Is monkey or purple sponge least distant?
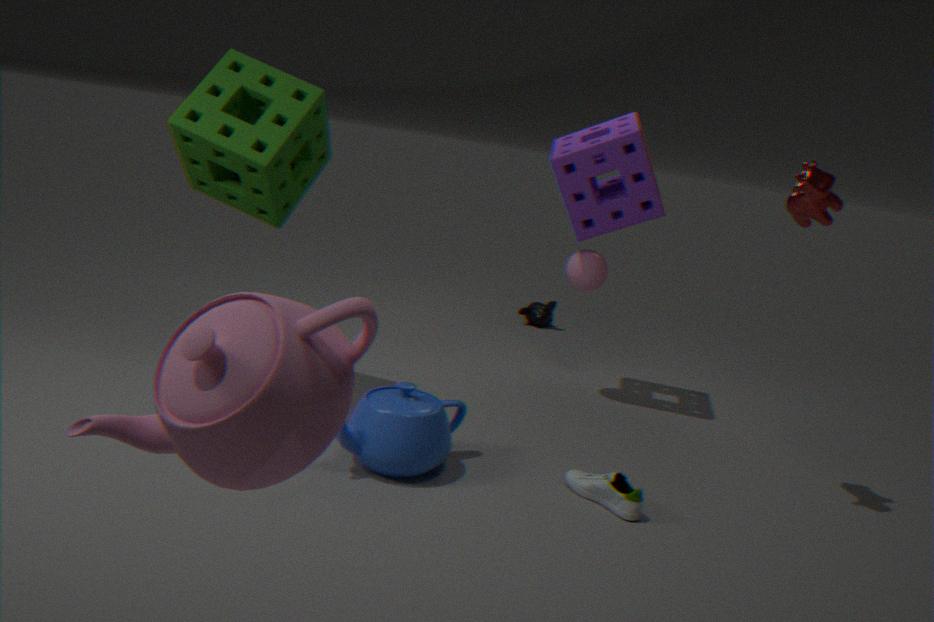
purple sponge
